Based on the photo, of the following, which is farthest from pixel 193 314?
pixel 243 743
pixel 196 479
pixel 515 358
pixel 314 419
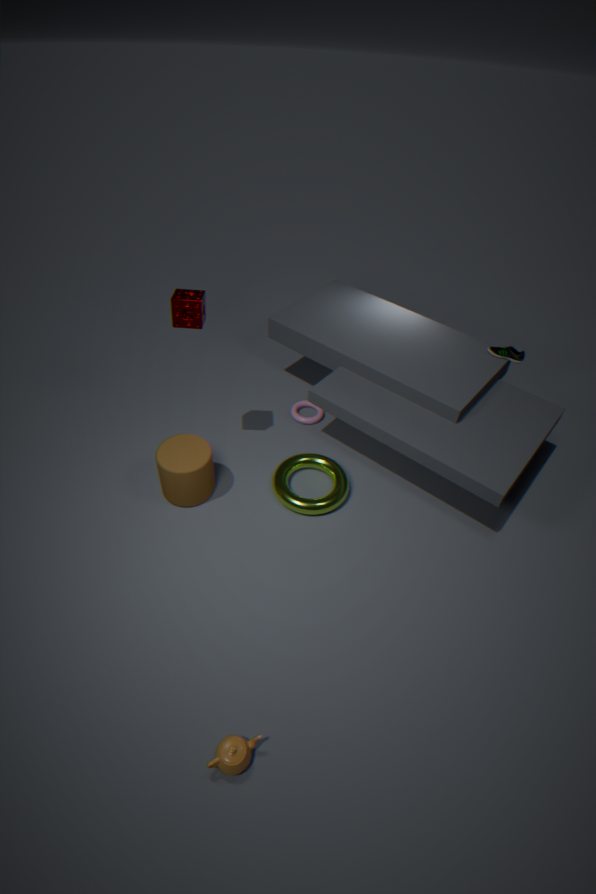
pixel 243 743
